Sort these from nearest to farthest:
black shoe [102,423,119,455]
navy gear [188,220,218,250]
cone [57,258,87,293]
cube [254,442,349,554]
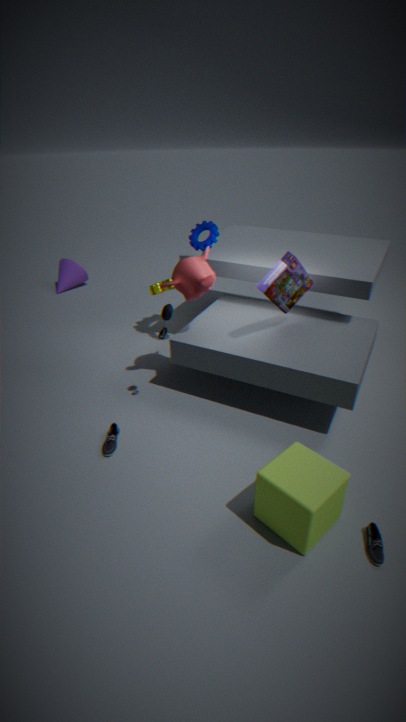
cube [254,442,349,554], black shoe [102,423,119,455], navy gear [188,220,218,250], cone [57,258,87,293]
